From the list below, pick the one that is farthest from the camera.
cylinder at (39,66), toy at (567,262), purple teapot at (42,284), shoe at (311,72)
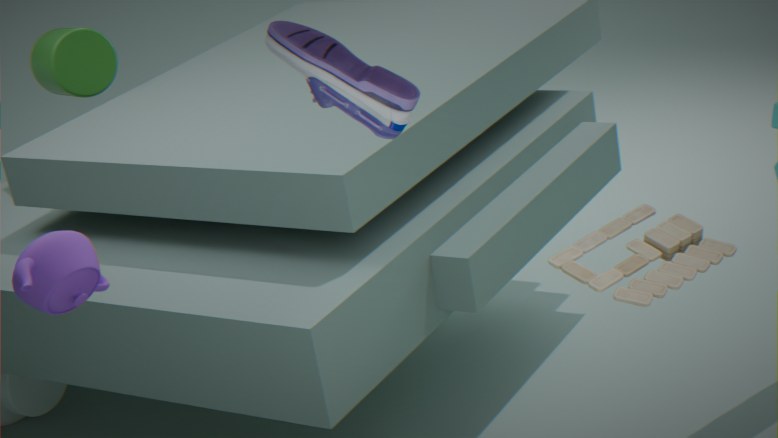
cylinder at (39,66)
